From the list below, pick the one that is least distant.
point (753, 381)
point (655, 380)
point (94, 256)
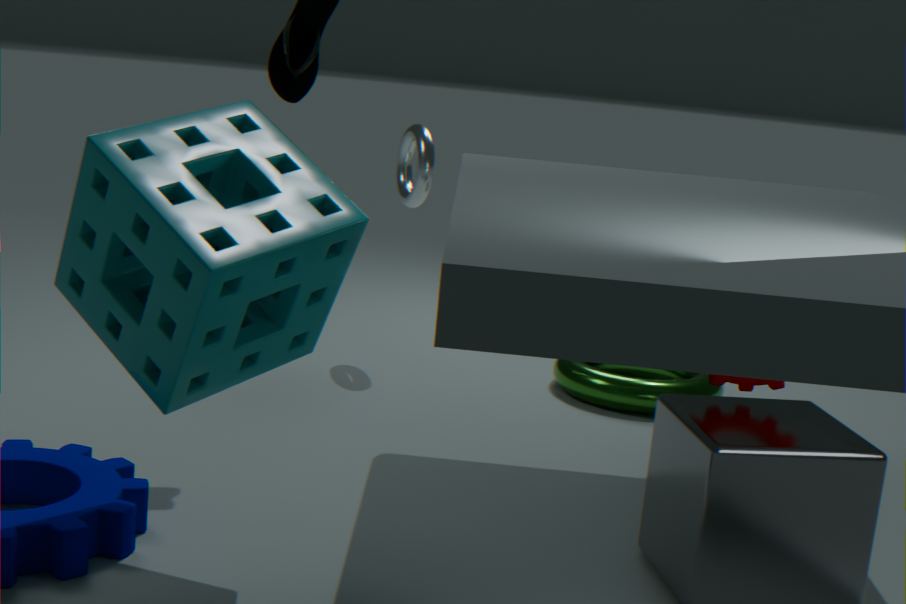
point (94, 256)
